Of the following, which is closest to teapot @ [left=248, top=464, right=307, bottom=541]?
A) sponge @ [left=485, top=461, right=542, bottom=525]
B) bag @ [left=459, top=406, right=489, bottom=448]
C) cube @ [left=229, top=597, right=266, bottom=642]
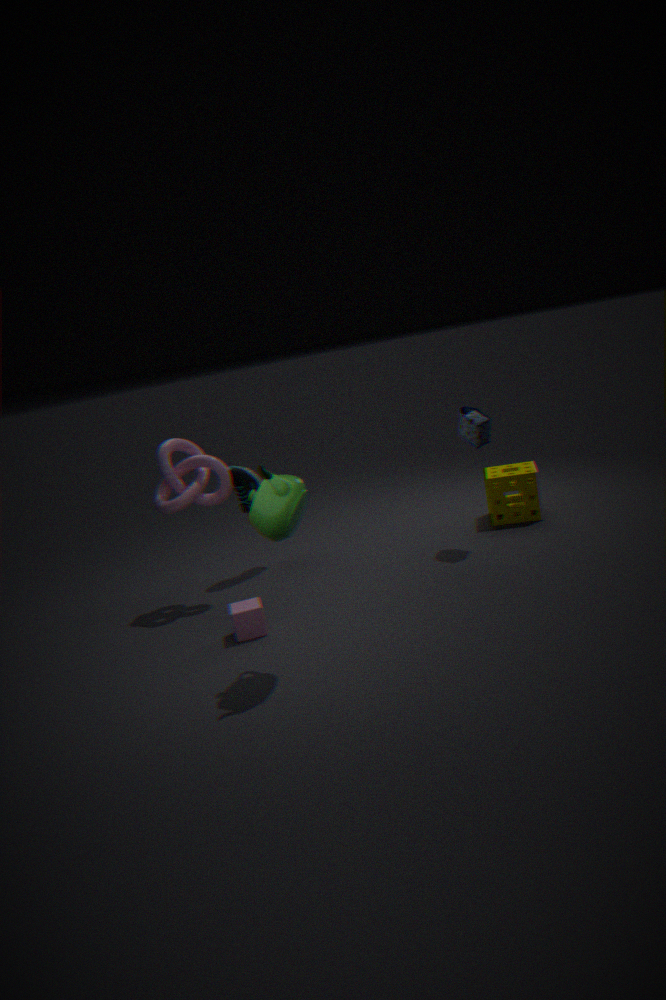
cube @ [left=229, top=597, right=266, bottom=642]
